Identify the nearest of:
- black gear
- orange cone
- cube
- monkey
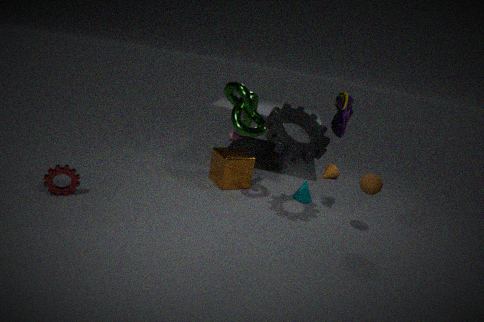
black gear
